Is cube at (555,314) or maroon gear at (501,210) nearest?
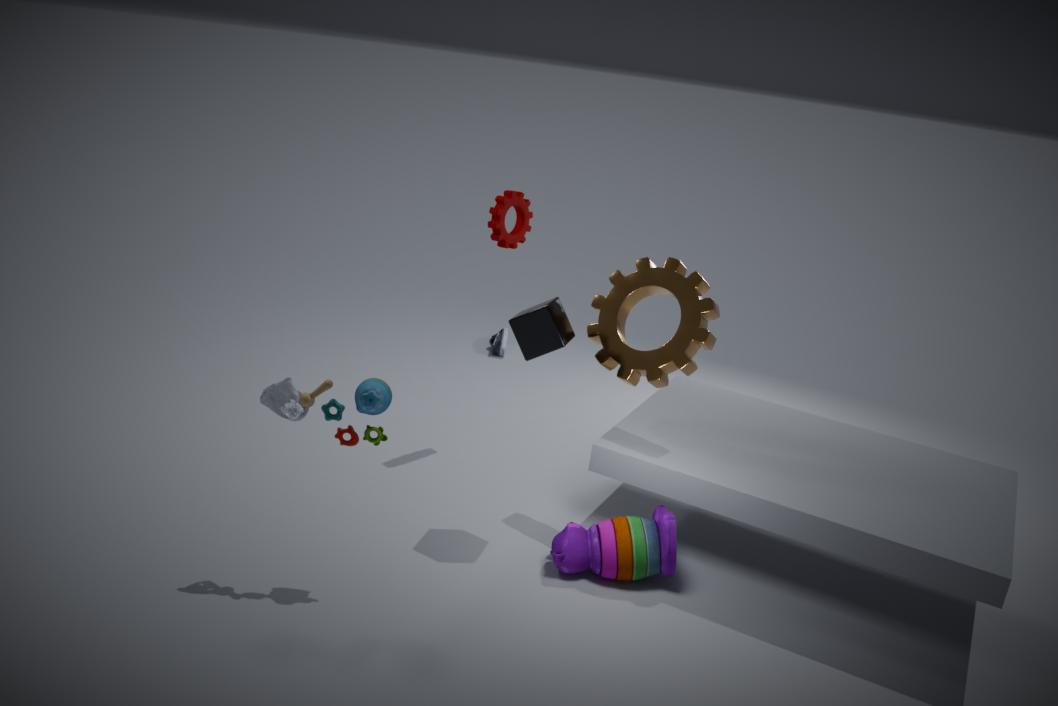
cube at (555,314)
